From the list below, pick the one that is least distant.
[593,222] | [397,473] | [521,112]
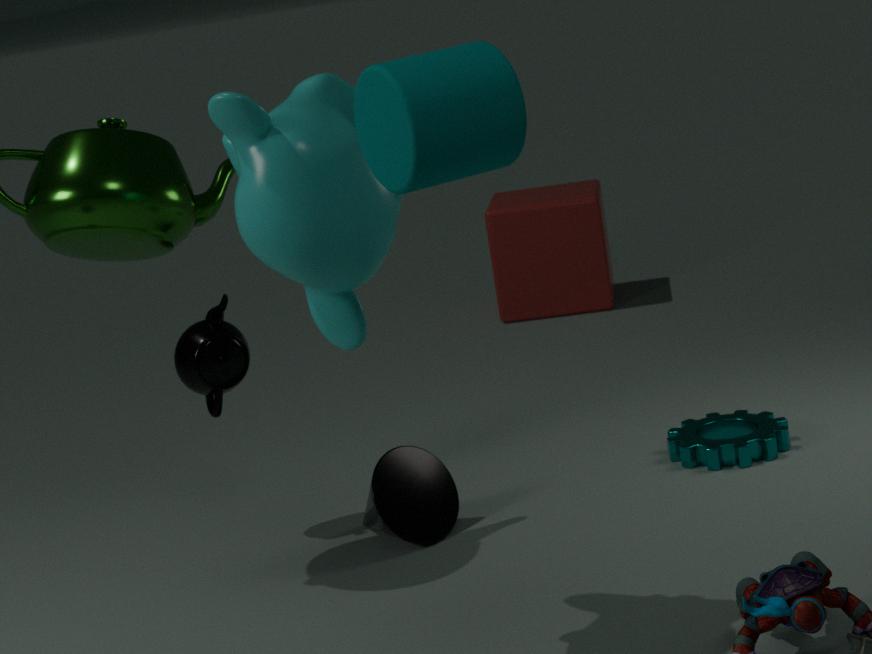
[521,112]
